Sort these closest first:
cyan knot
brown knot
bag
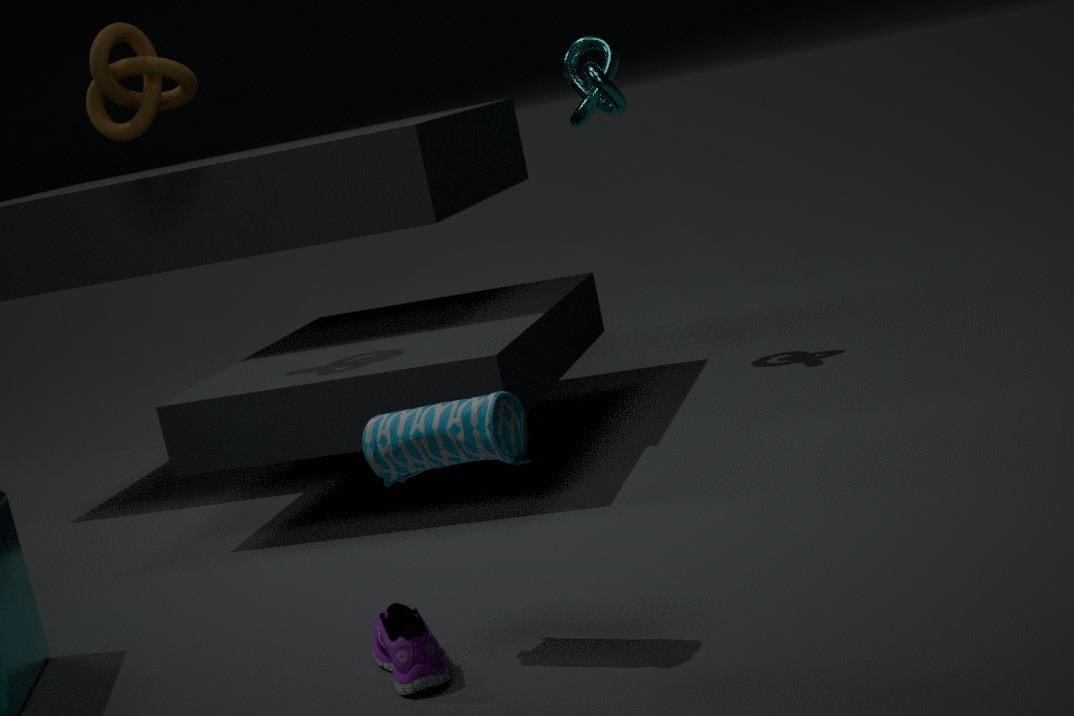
bag < brown knot < cyan knot
